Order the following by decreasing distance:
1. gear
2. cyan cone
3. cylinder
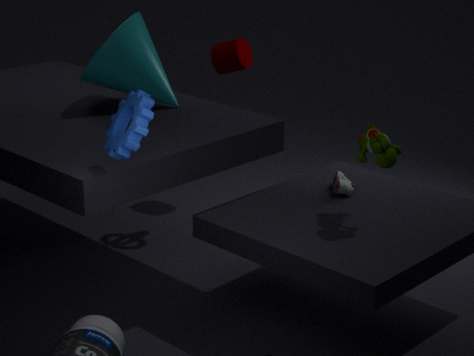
cylinder → cyan cone → gear
